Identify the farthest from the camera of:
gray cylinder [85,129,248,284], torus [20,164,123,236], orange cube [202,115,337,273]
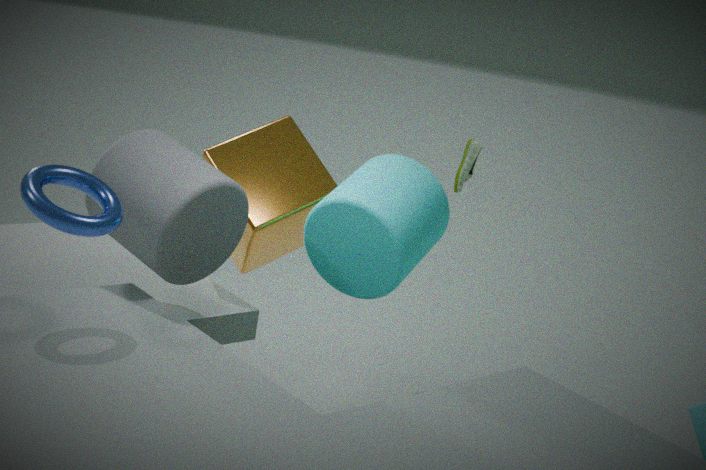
orange cube [202,115,337,273]
